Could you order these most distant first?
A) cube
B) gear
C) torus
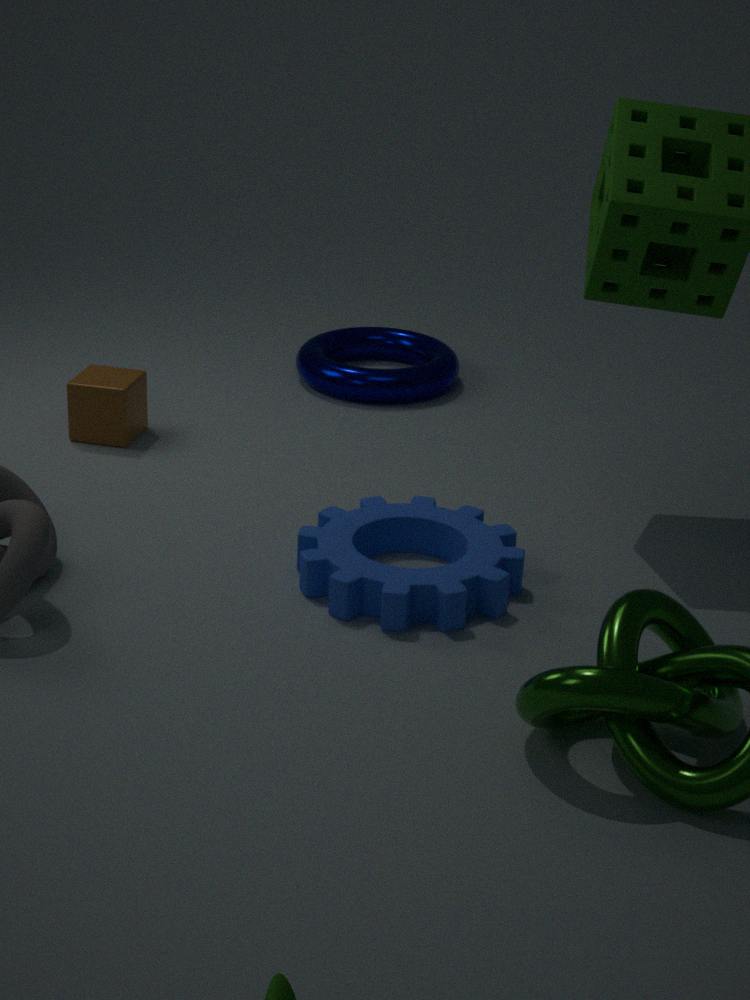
1. torus
2. cube
3. gear
